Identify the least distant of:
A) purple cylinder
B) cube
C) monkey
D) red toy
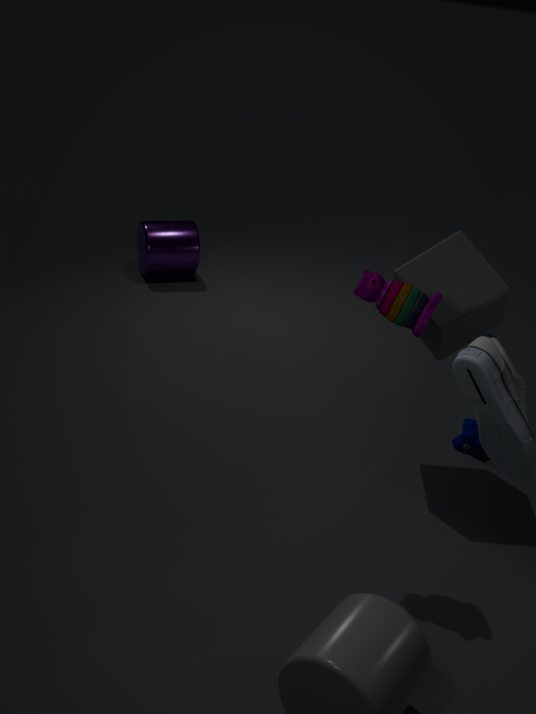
red toy
